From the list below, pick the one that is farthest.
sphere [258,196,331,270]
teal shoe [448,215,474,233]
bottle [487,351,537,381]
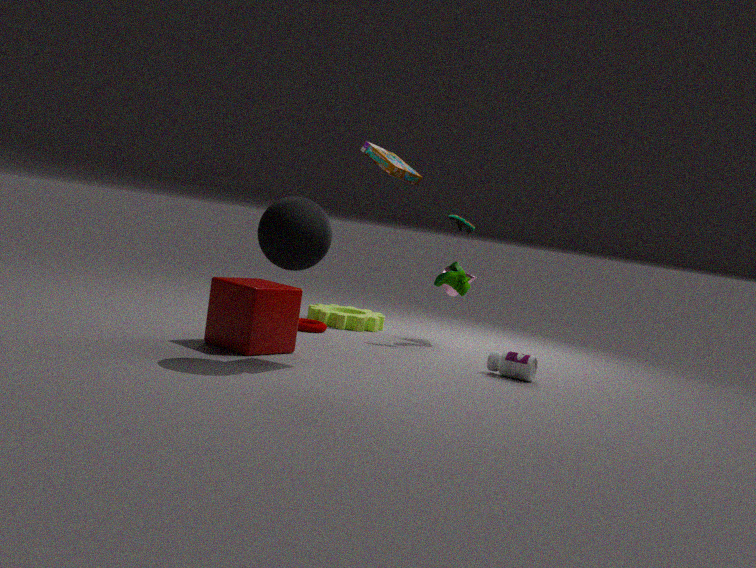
teal shoe [448,215,474,233]
